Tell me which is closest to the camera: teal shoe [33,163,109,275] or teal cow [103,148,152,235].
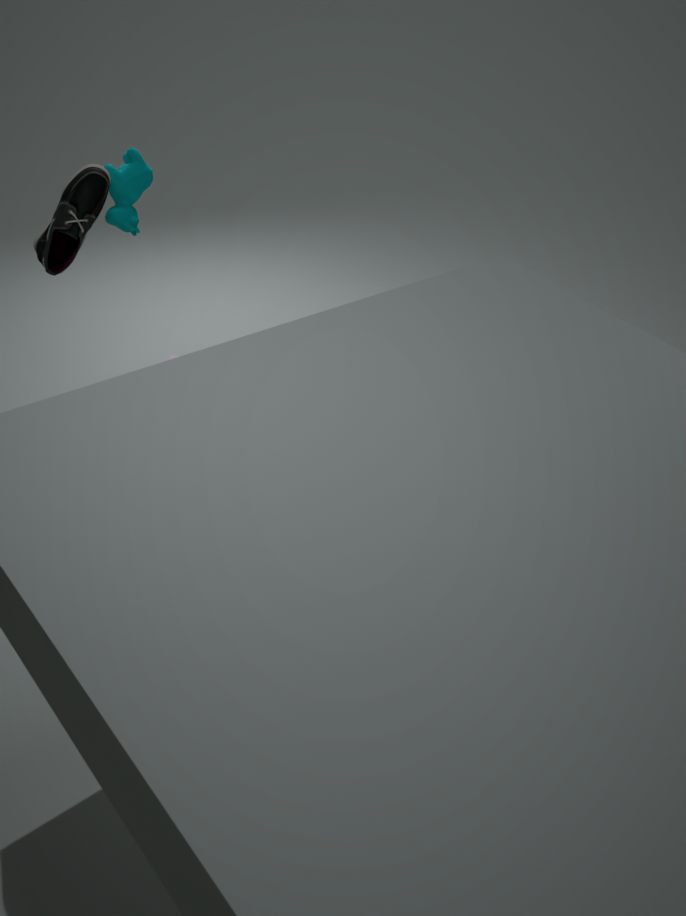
teal shoe [33,163,109,275]
